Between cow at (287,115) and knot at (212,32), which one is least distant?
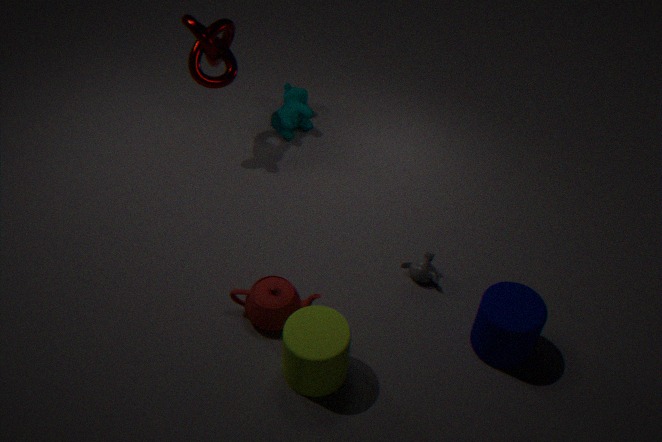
knot at (212,32)
